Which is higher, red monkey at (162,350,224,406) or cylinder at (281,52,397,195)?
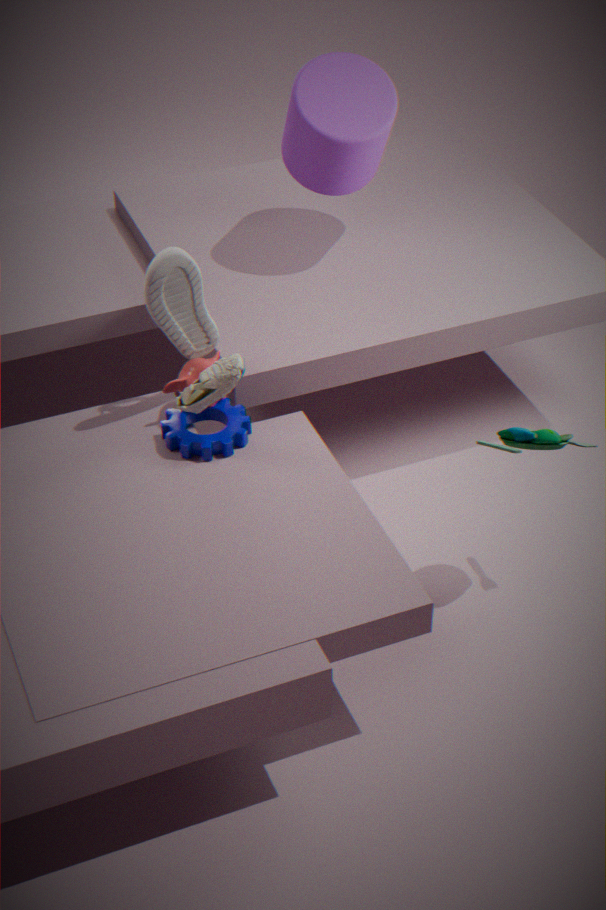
cylinder at (281,52,397,195)
